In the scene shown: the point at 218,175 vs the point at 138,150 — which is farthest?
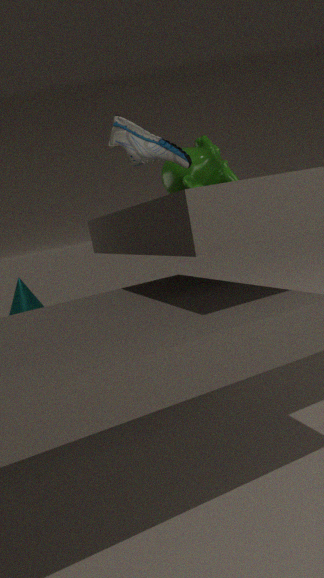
the point at 218,175
